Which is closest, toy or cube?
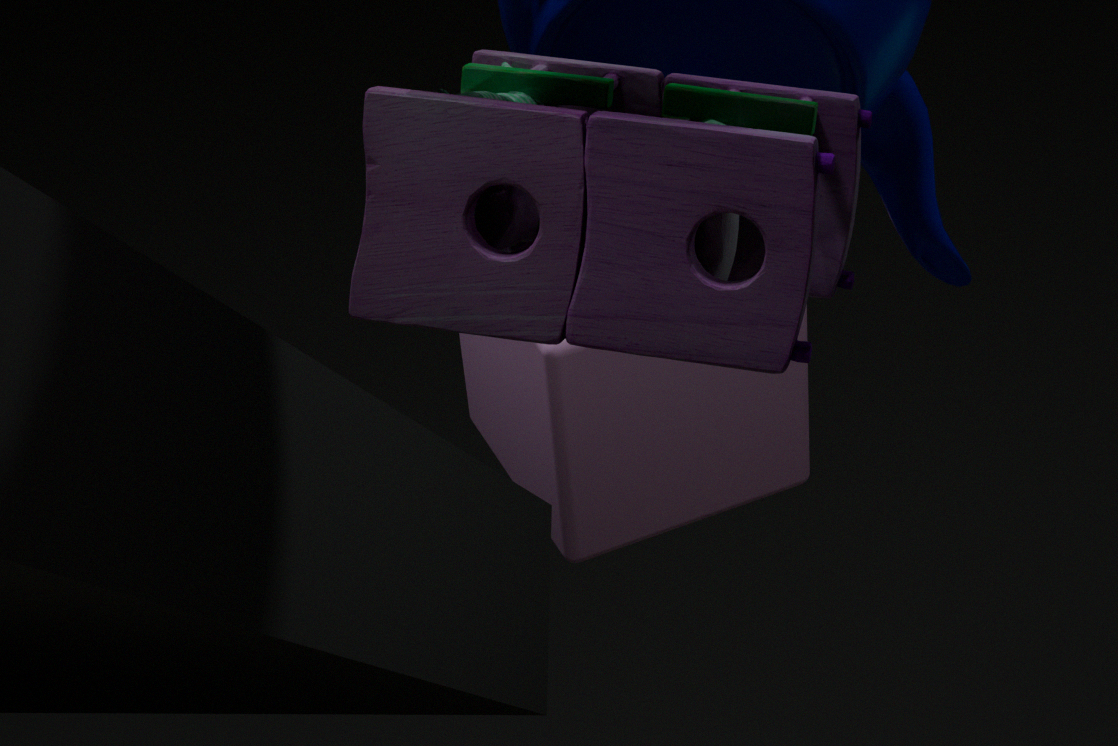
toy
